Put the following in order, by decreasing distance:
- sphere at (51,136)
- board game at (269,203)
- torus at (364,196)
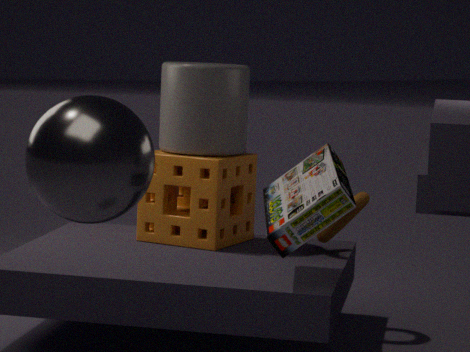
torus at (364,196) → board game at (269,203) → sphere at (51,136)
